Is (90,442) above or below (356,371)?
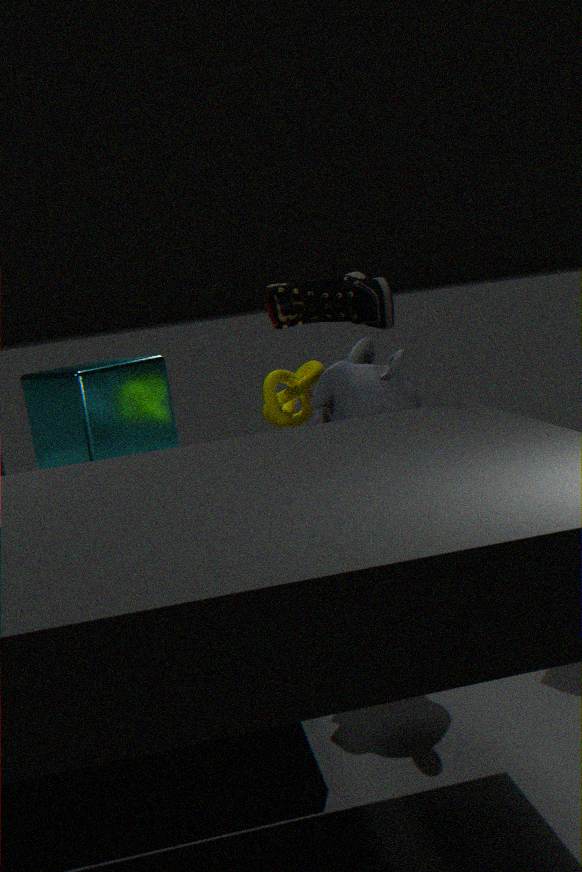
above
